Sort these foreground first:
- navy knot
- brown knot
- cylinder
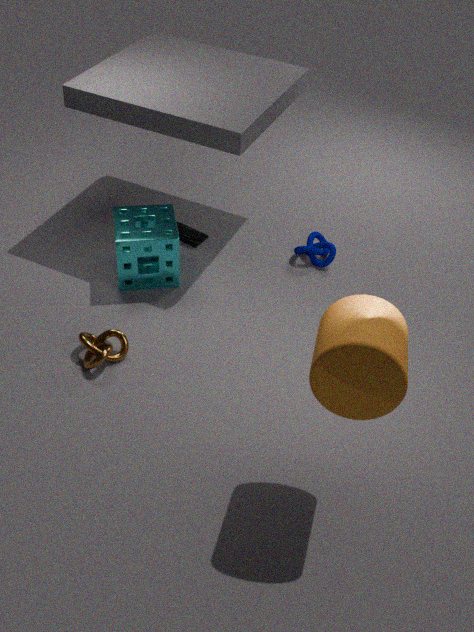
cylinder < brown knot < navy knot
